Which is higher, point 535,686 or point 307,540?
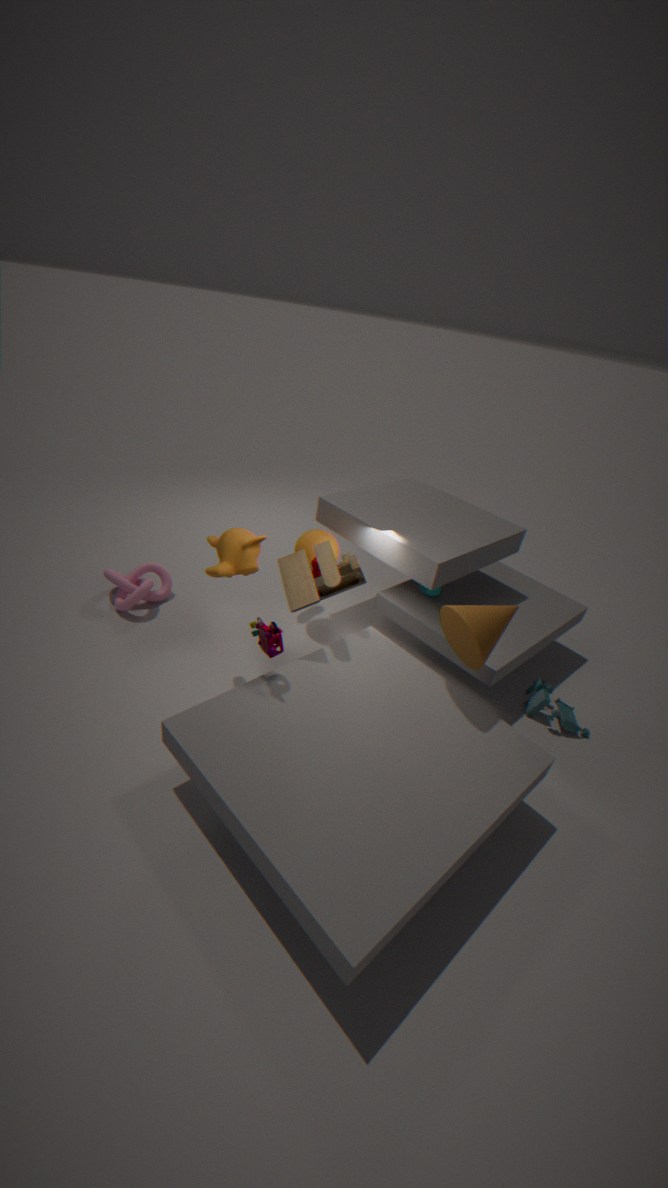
point 307,540
